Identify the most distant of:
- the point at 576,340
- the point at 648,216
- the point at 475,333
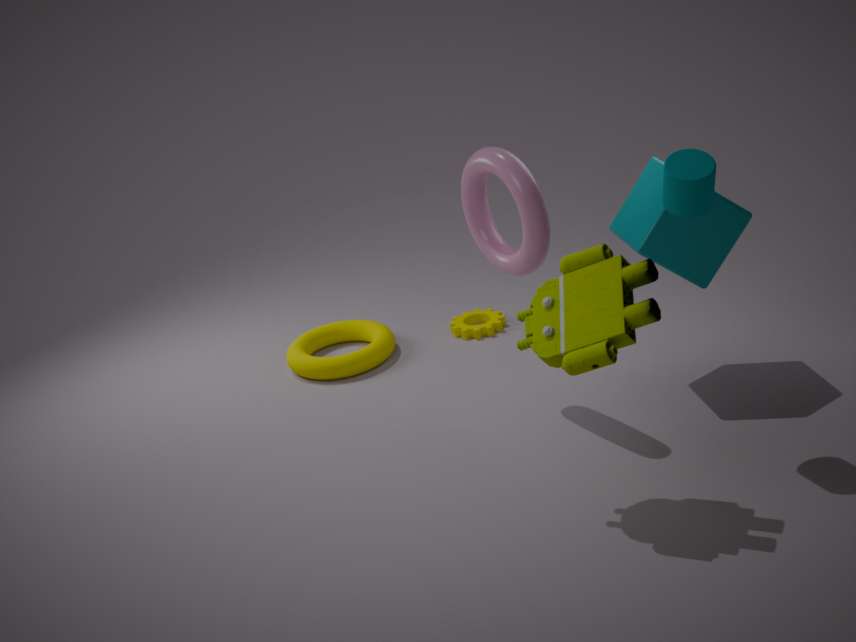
the point at 475,333
